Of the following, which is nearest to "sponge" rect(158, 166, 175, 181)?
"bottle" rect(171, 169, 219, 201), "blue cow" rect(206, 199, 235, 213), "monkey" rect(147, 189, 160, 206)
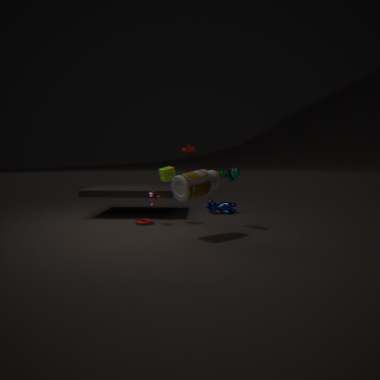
"monkey" rect(147, 189, 160, 206)
